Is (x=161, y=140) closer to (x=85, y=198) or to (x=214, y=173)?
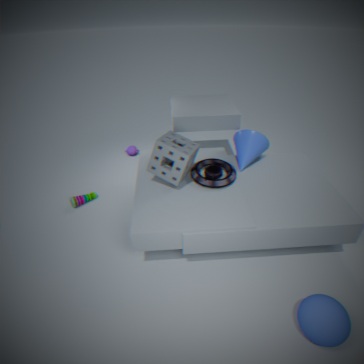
(x=214, y=173)
